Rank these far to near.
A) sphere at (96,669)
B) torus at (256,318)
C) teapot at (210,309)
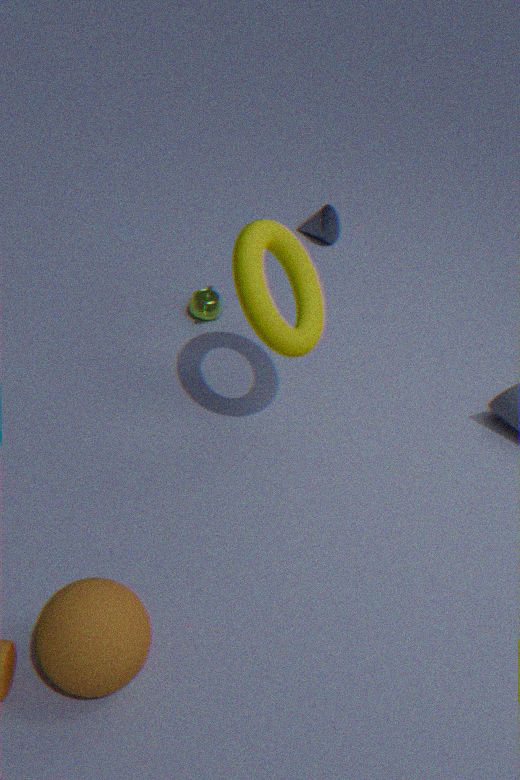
teapot at (210,309), torus at (256,318), sphere at (96,669)
